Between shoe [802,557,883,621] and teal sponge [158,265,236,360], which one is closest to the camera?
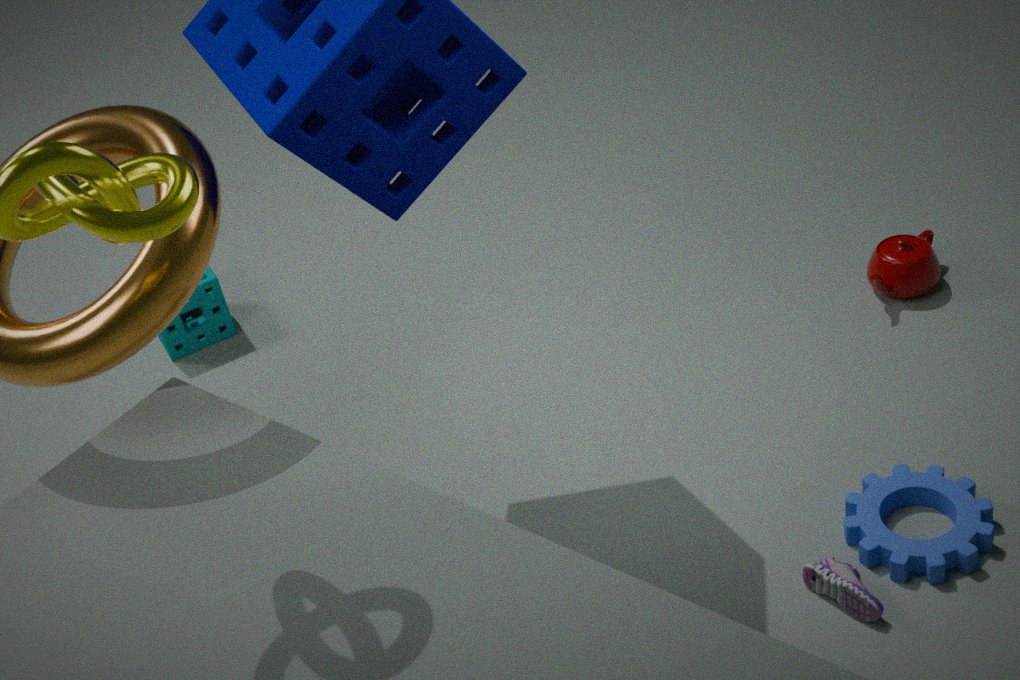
shoe [802,557,883,621]
